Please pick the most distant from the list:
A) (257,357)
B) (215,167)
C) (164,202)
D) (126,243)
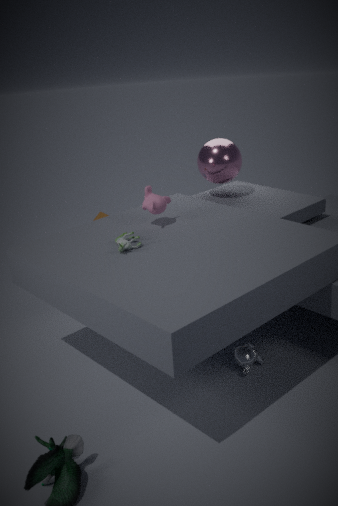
(215,167)
